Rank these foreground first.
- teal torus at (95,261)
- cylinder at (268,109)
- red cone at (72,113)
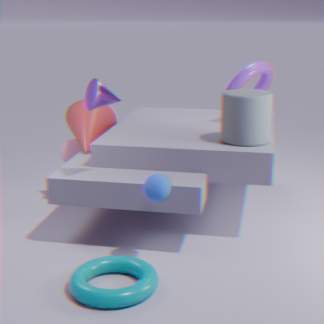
teal torus at (95,261) → cylinder at (268,109) → red cone at (72,113)
